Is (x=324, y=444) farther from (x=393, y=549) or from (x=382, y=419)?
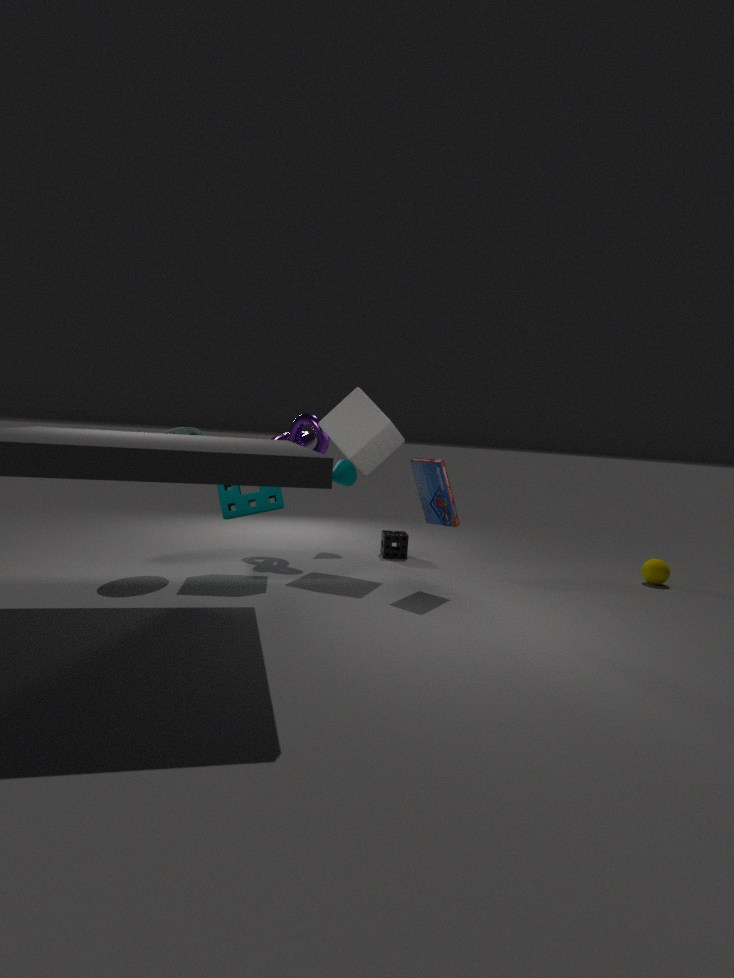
(x=393, y=549)
